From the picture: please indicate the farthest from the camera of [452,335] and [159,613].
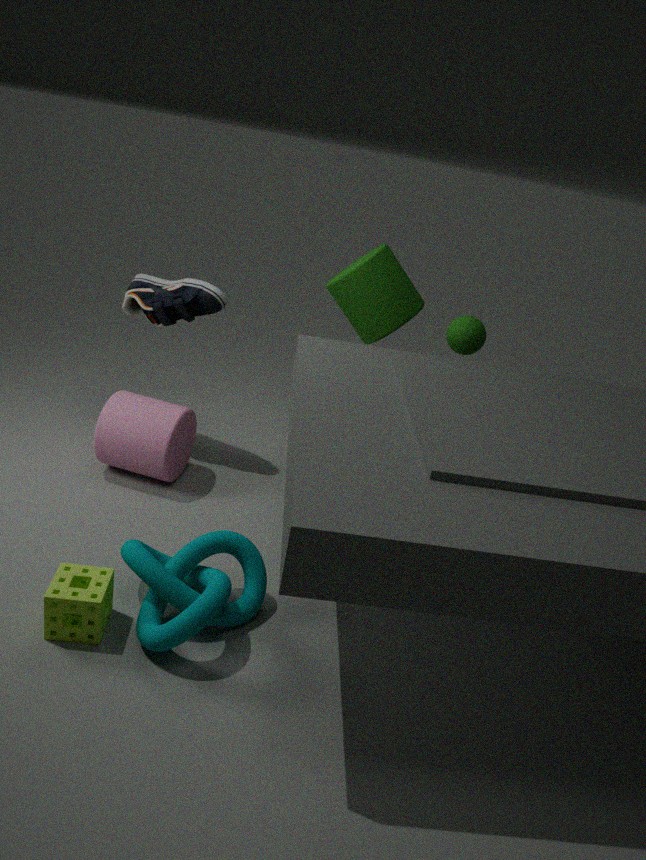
[452,335]
